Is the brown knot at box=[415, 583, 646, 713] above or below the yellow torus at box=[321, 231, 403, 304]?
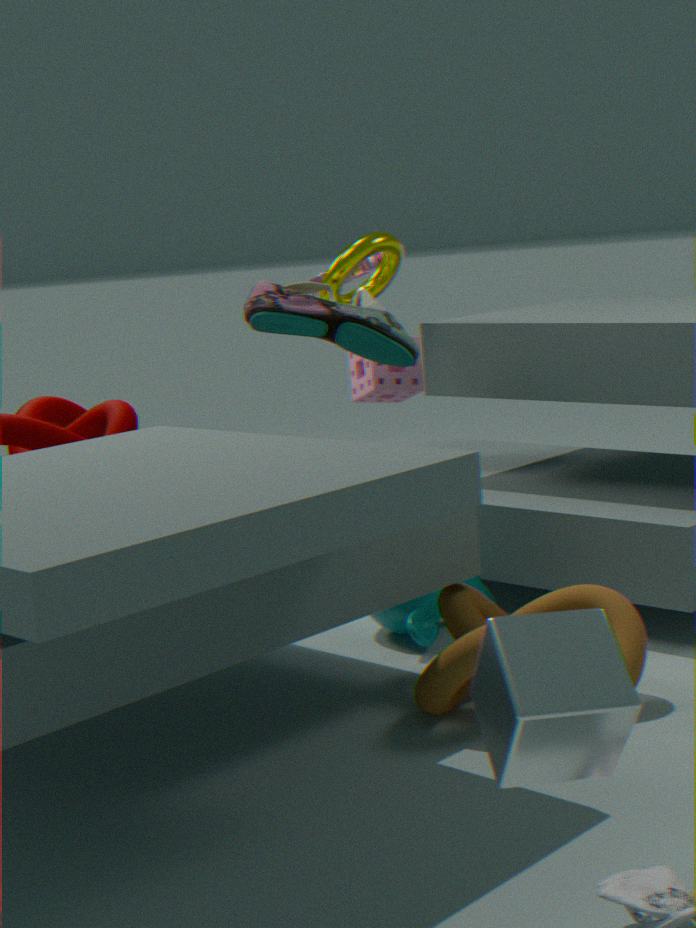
below
